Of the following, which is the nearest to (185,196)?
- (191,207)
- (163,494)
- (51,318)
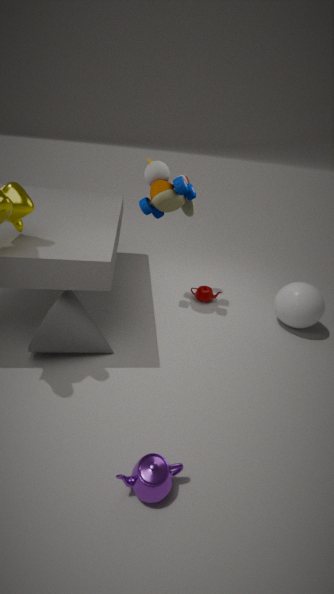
(191,207)
